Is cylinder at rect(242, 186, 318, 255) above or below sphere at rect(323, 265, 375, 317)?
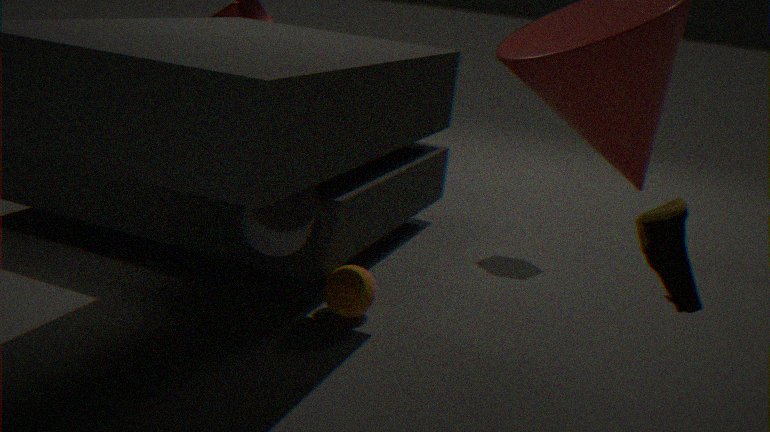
above
